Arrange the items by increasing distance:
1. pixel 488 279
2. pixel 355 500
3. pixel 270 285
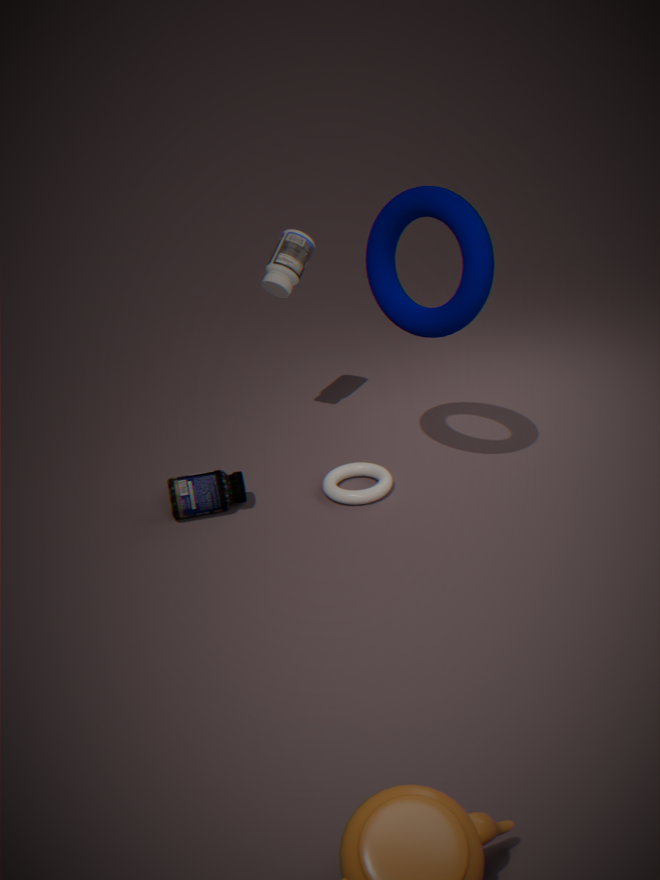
pixel 488 279
pixel 355 500
pixel 270 285
